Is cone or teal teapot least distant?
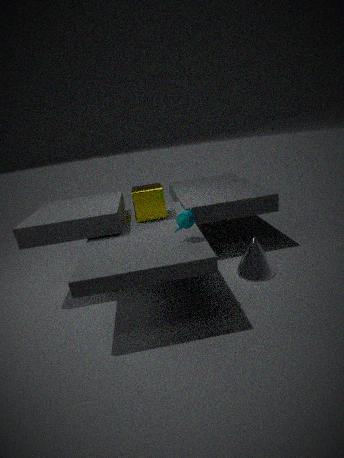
teal teapot
